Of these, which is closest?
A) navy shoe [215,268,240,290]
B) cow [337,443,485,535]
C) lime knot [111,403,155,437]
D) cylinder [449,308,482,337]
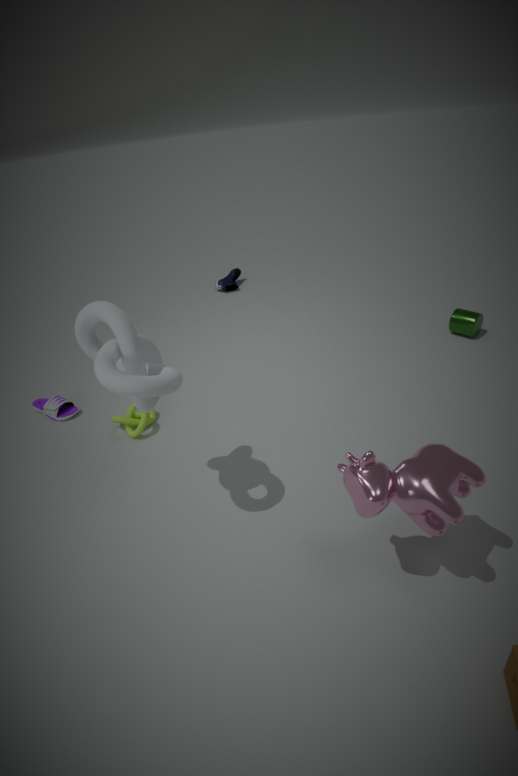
cow [337,443,485,535]
